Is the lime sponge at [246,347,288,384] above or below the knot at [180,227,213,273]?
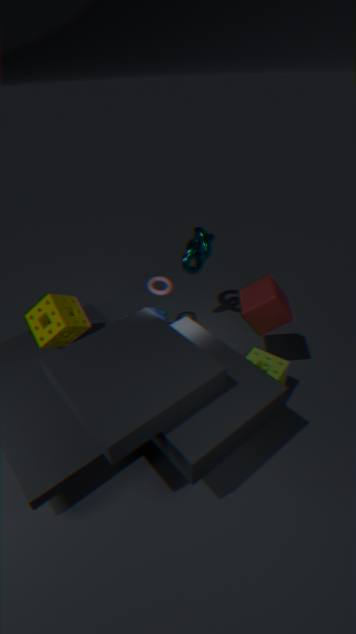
below
